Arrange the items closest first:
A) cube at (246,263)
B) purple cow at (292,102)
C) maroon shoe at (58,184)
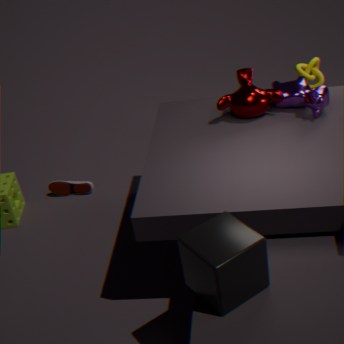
cube at (246,263) → purple cow at (292,102) → maroon shoe at (58,184)
